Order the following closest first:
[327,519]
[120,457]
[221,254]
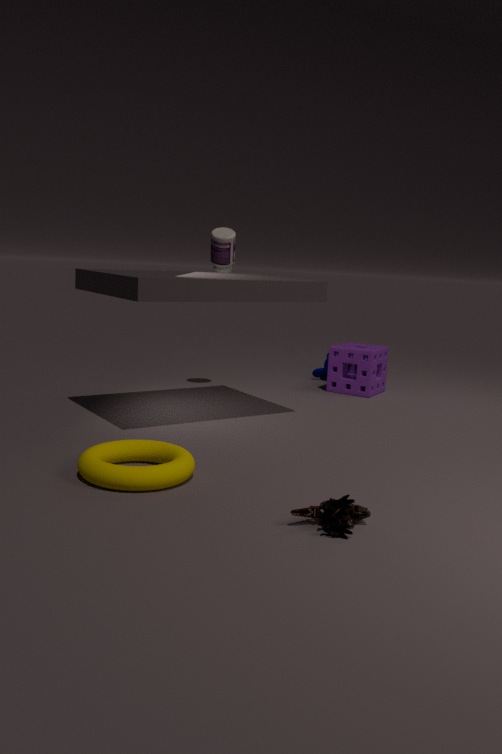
[327,519], [120,457], [221,254]
